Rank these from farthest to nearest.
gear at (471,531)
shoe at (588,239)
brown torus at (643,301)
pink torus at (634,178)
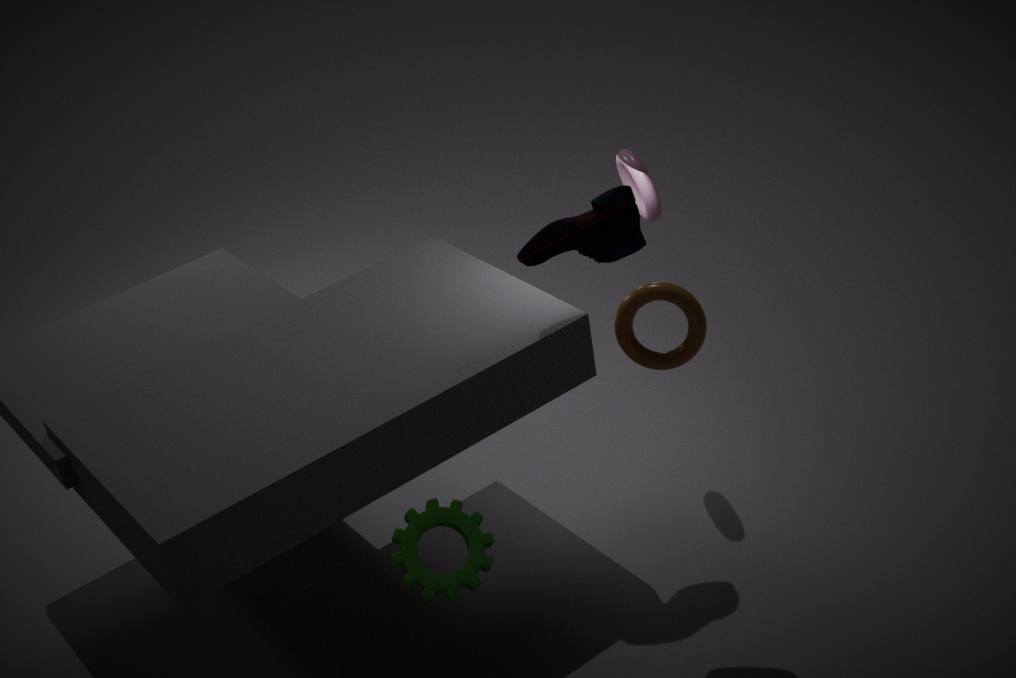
pink torus at (634,178)
shoe at (588,239)
brown torus at (643,301)
gear at (471,531)
